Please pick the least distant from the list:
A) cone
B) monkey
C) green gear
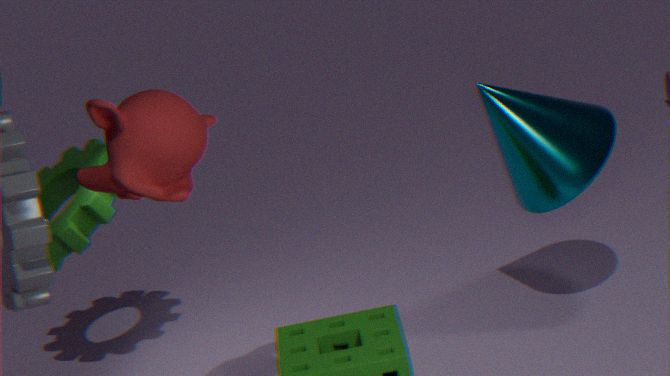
monkey
